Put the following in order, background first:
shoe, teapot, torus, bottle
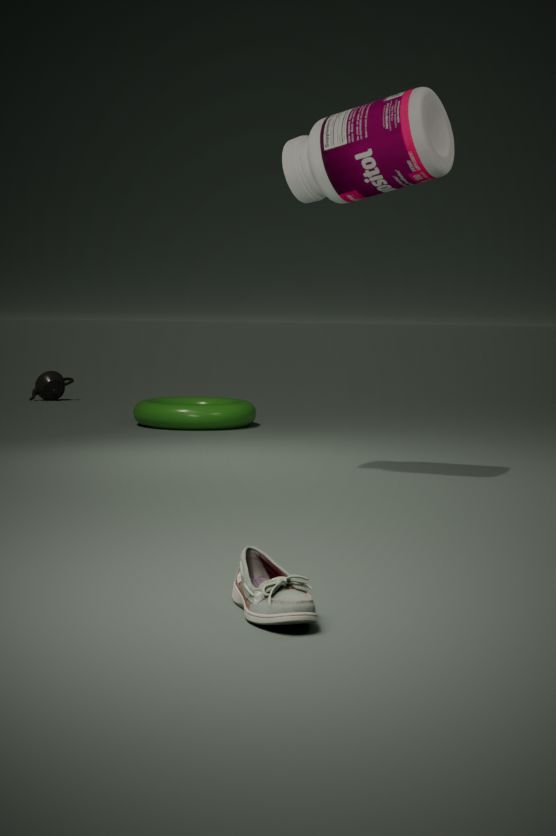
teapot < torus < bottle < shoe
